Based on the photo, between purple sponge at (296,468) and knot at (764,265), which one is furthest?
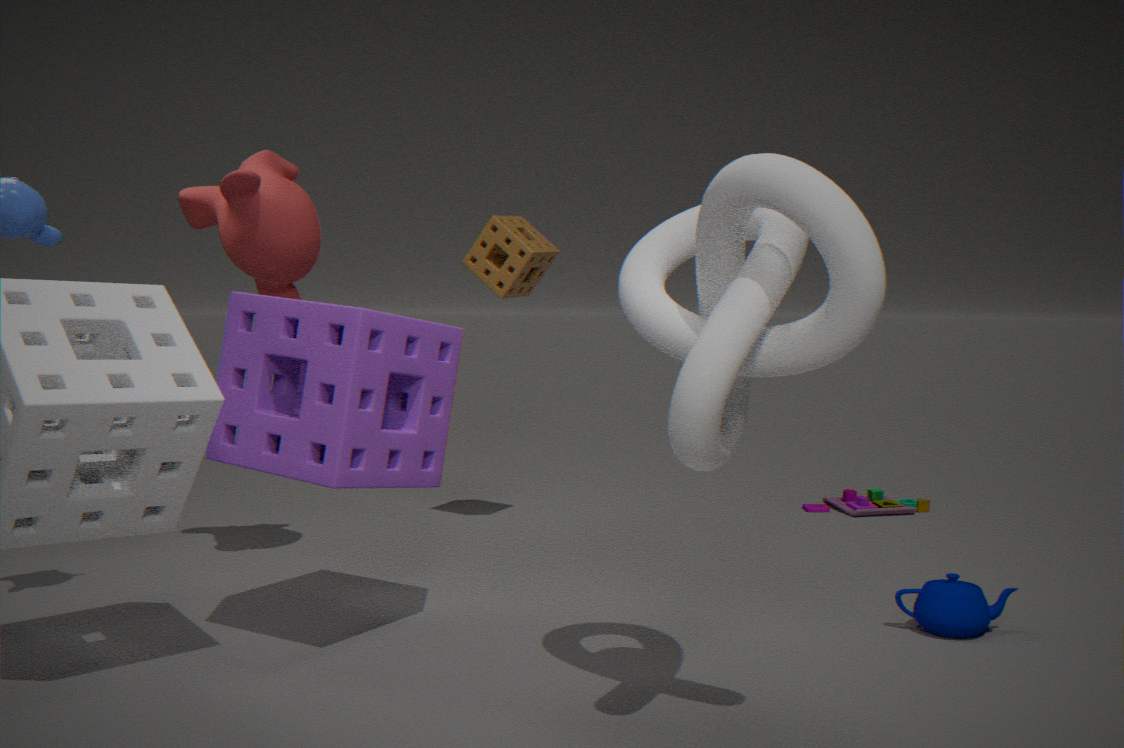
purple sponge at (296,468)
